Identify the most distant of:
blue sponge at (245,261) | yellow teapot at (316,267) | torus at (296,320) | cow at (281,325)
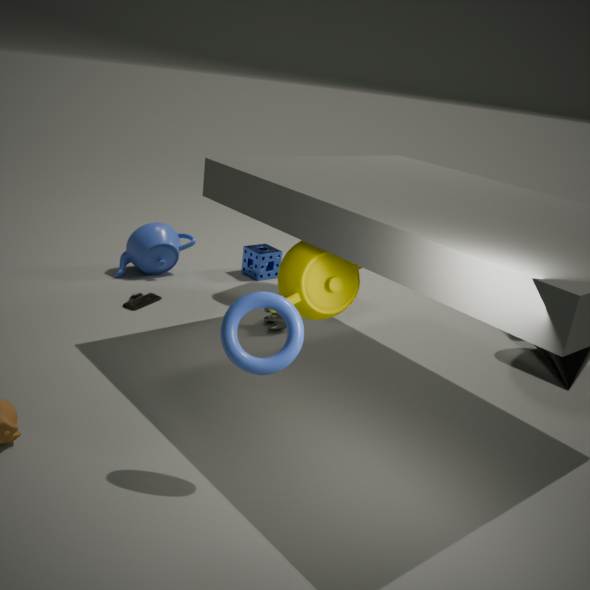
blue sponge at (245,261)
